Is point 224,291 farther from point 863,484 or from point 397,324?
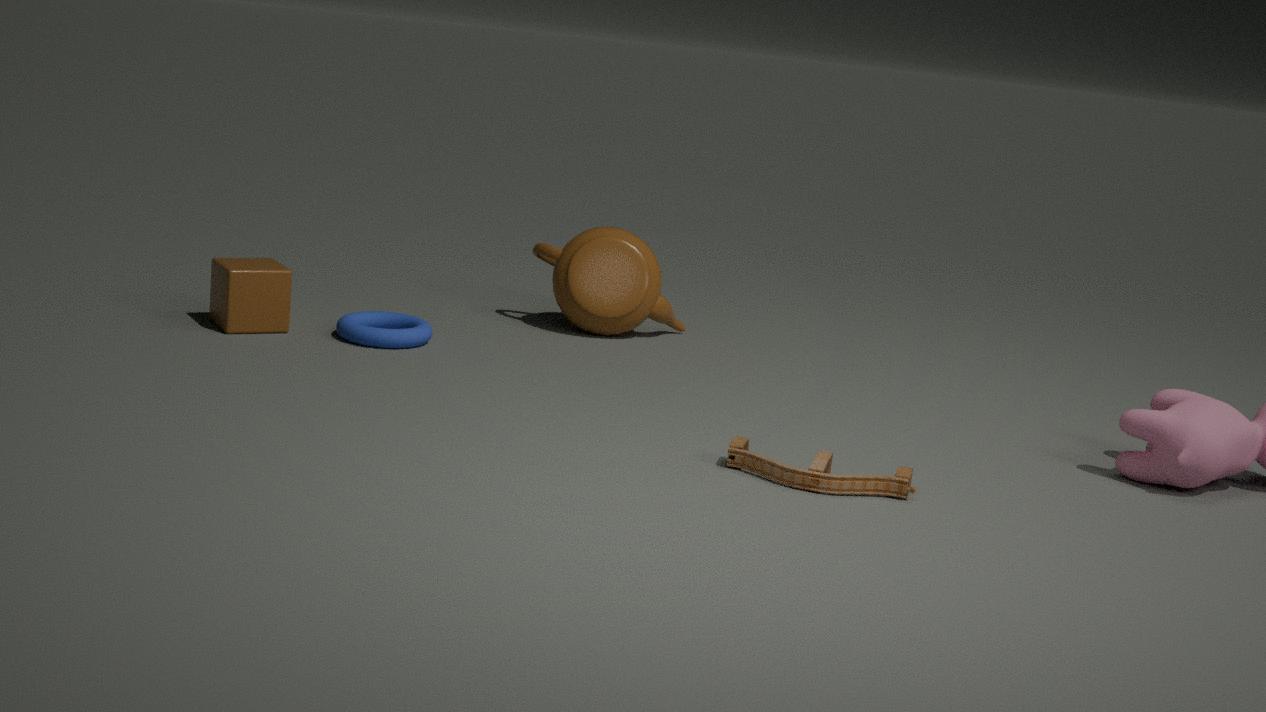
point 863,484
